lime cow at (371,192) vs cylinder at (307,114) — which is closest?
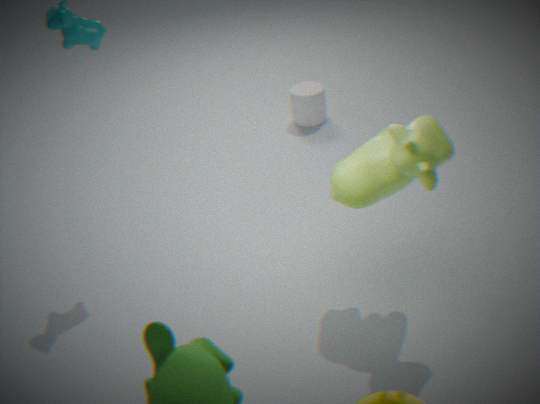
lime cow at (371,192)
